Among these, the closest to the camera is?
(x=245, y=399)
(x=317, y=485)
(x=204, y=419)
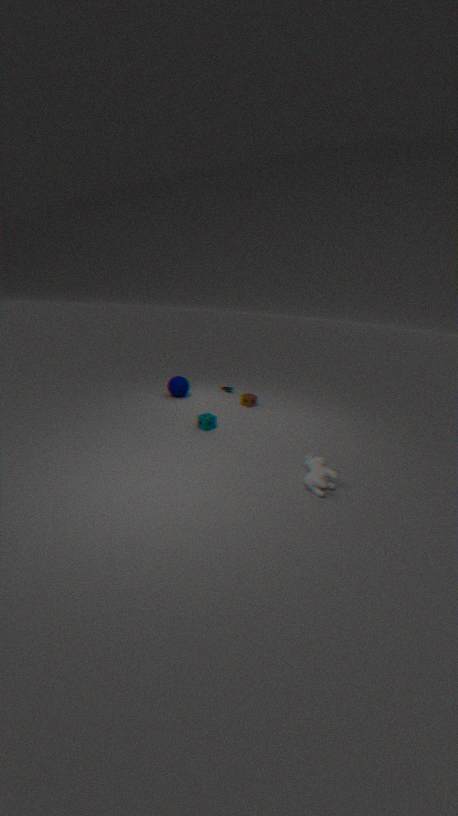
(x=317, y=485)
